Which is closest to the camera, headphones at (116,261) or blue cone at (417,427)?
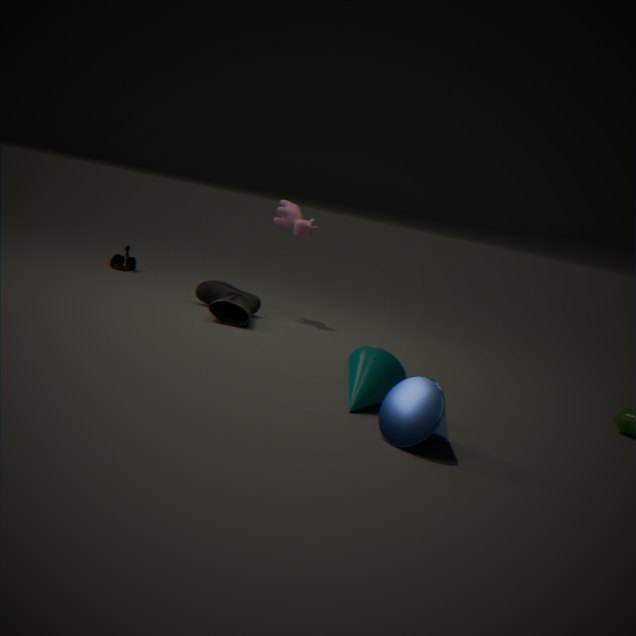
blue cone at (417,427)
